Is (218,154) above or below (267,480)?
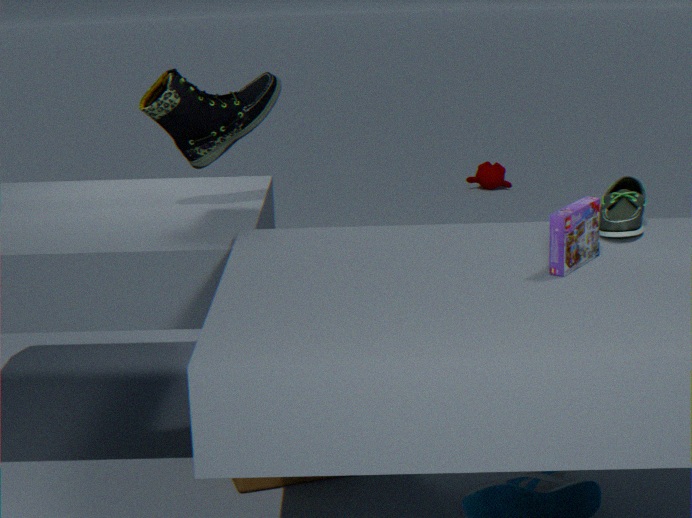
above
